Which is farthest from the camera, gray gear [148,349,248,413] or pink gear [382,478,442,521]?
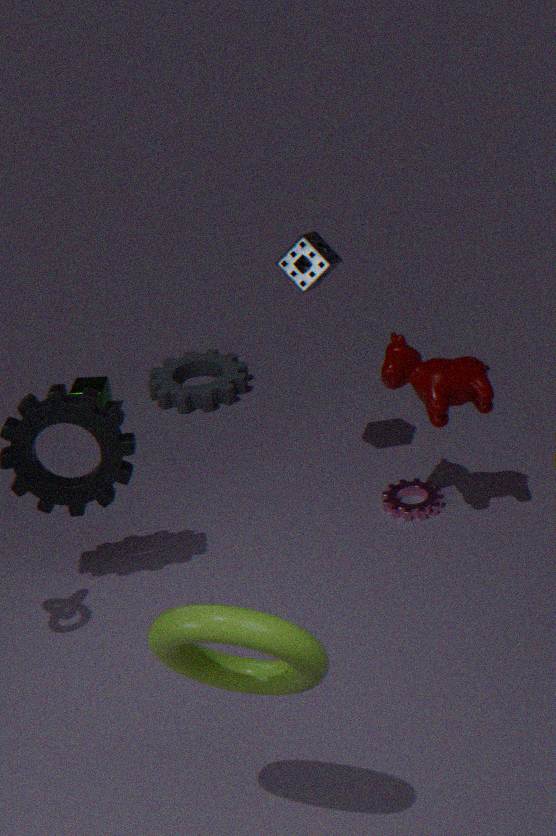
gray gear [148,349,248,413]
